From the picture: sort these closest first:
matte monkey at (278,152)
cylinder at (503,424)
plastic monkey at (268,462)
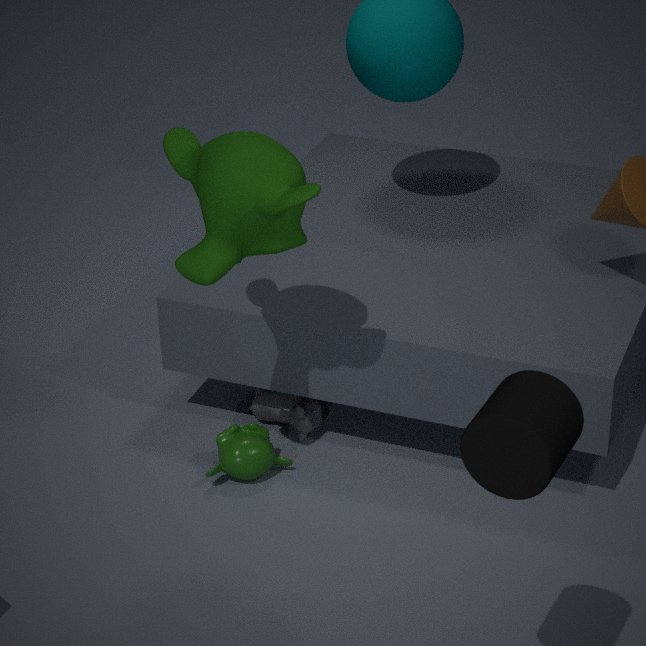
cylinder at (503,424) → matte monkey at (278,152) → plastic monkey at (268,462)
